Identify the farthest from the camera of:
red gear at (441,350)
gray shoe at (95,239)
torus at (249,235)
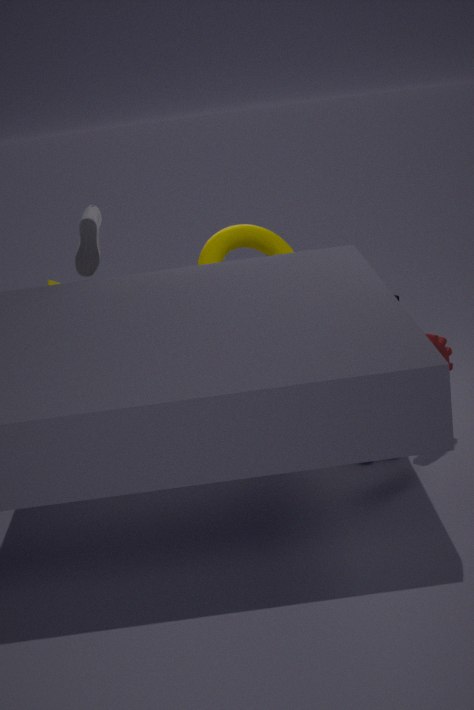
torus at (249,235)
